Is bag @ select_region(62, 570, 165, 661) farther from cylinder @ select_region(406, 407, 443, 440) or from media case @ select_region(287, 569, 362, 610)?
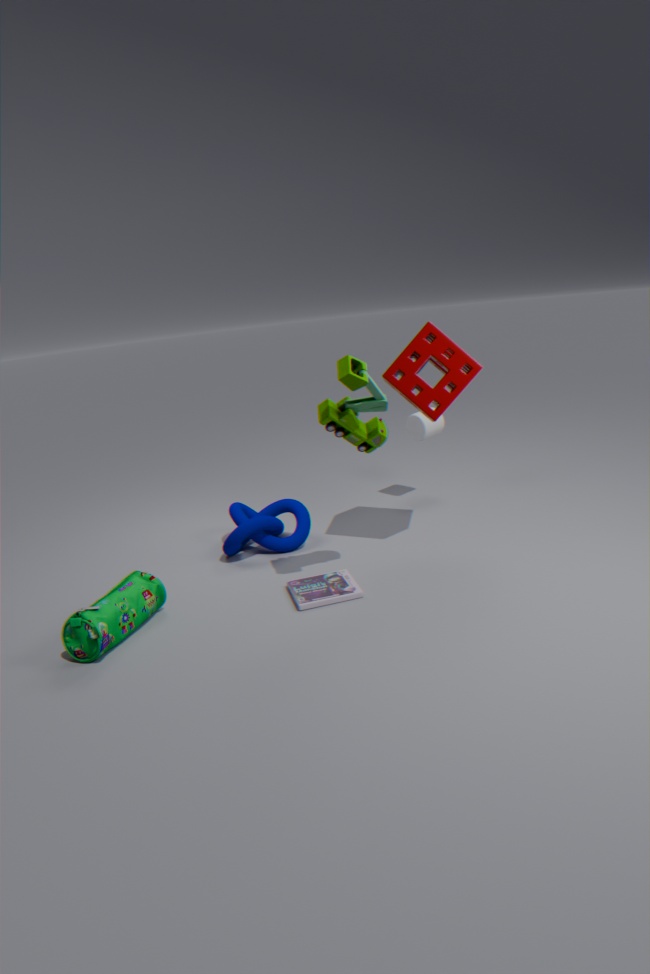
cylinder @ select_region(406, 407, 443, 440)
